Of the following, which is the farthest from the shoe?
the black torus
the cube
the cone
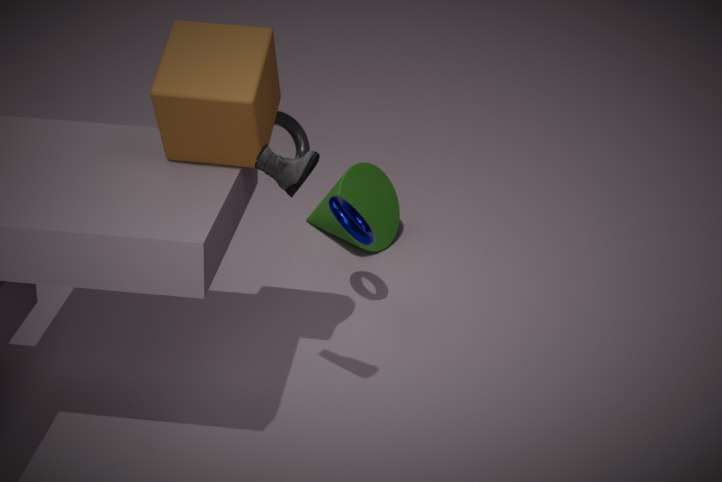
the cone
